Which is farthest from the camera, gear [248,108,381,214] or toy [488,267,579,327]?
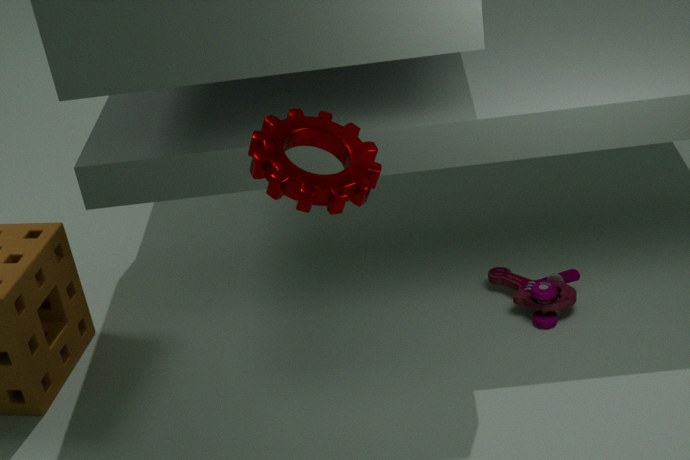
toy [488,267,579,327]
